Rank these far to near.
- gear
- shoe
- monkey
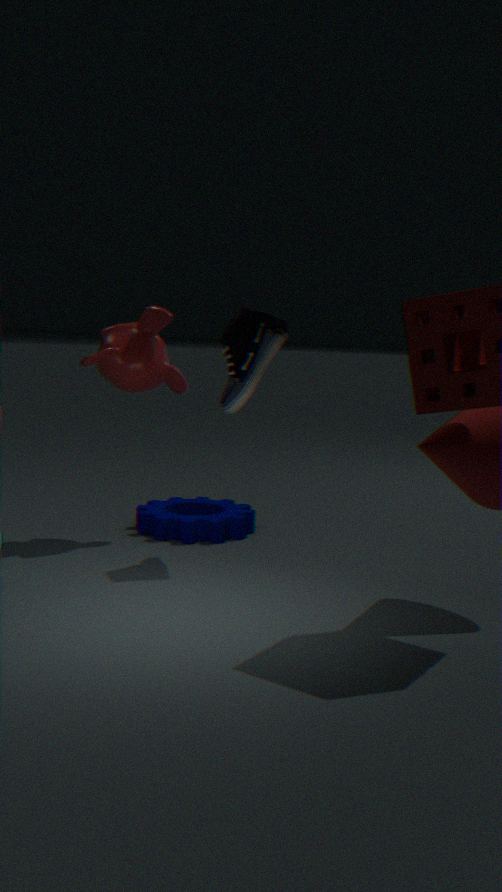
gear
monkey
shoe
